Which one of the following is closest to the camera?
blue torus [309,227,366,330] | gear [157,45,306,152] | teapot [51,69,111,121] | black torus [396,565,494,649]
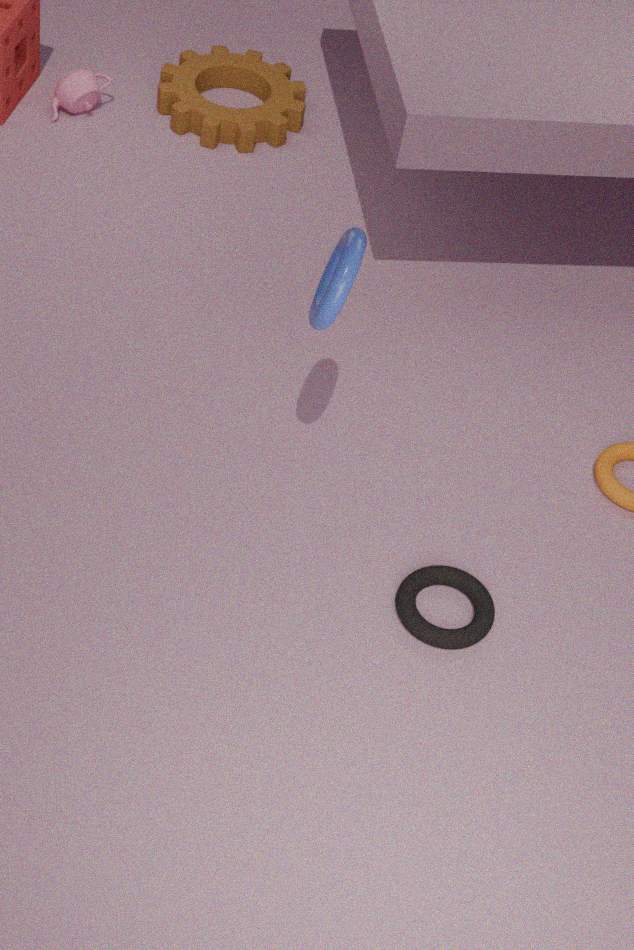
blue torus [309,227,366,330]
